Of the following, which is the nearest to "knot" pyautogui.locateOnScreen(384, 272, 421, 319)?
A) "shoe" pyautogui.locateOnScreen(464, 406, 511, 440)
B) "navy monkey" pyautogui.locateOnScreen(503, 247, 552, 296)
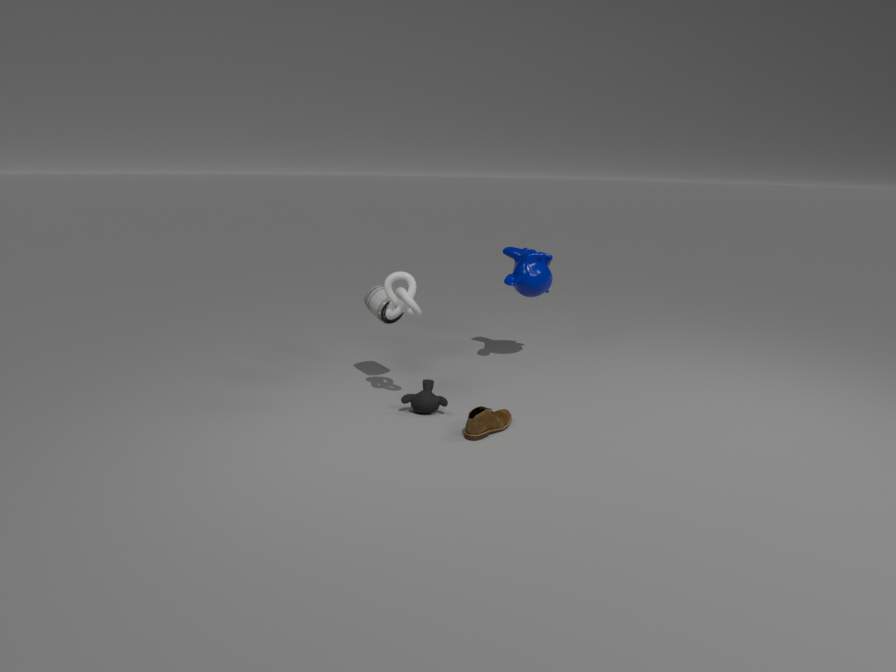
"shoe" pyautogui.locateOnScreen(464, 406, 511, 440)
